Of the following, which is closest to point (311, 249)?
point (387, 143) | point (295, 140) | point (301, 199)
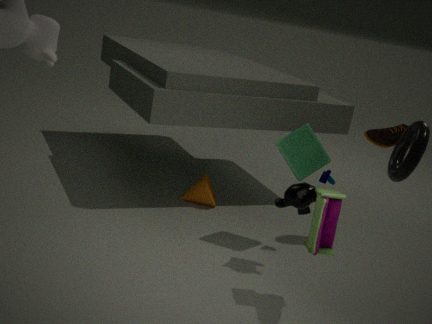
point (301, 199)
